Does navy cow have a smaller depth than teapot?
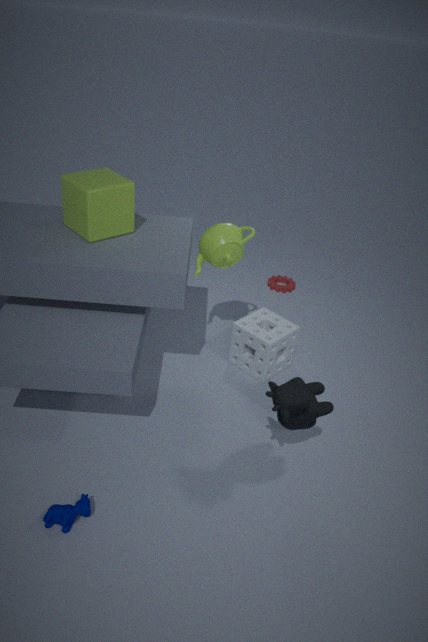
Yes
